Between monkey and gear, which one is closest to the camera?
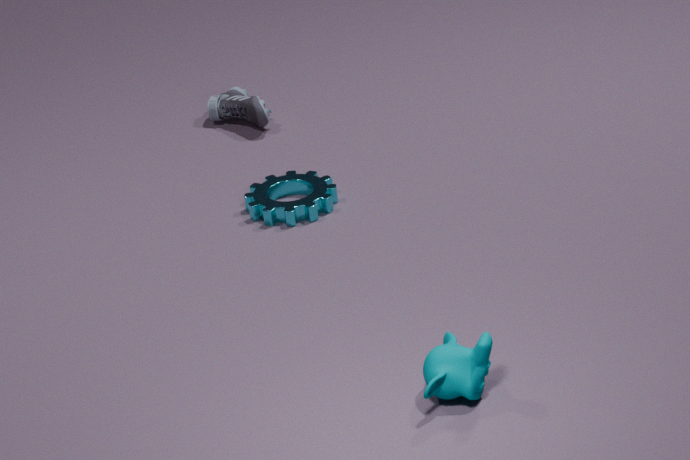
monkey
